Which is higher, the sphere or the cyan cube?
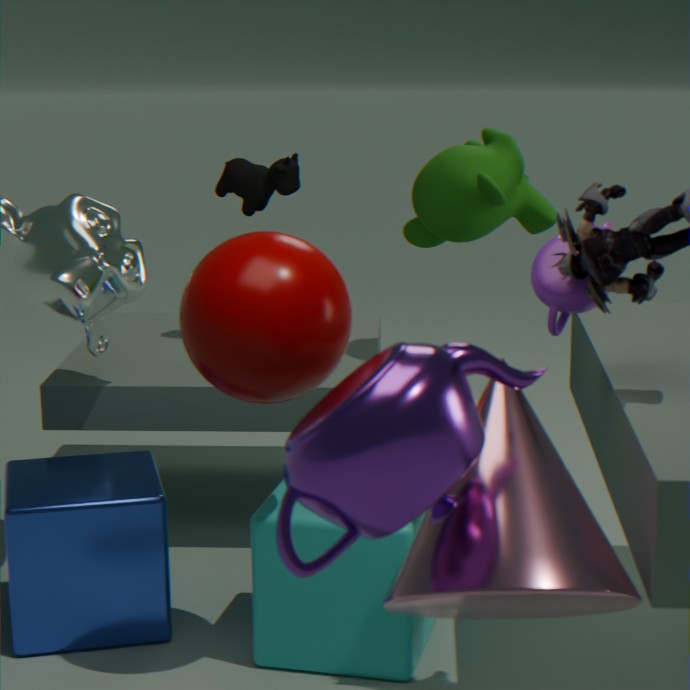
the sphere
